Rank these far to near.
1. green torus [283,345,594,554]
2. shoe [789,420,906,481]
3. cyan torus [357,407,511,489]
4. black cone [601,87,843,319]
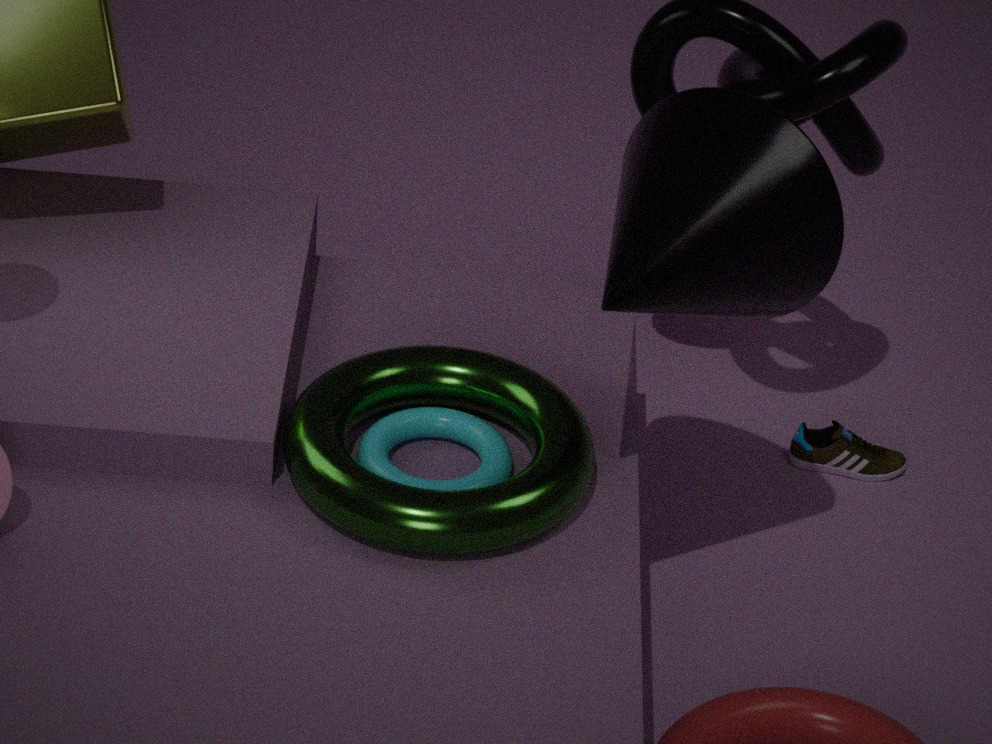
shoe [789,420,906,481]
cyan torus [357,407,511,489]
green torus [283,345,594,554]
black cone [601,87,843,319]
